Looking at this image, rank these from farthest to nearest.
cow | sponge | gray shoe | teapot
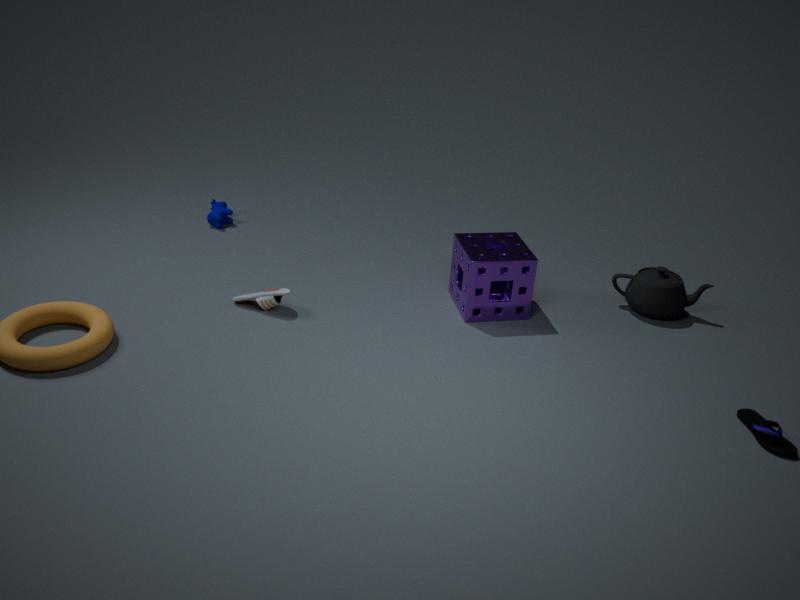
cow
teapot
gray shoe
sponge
